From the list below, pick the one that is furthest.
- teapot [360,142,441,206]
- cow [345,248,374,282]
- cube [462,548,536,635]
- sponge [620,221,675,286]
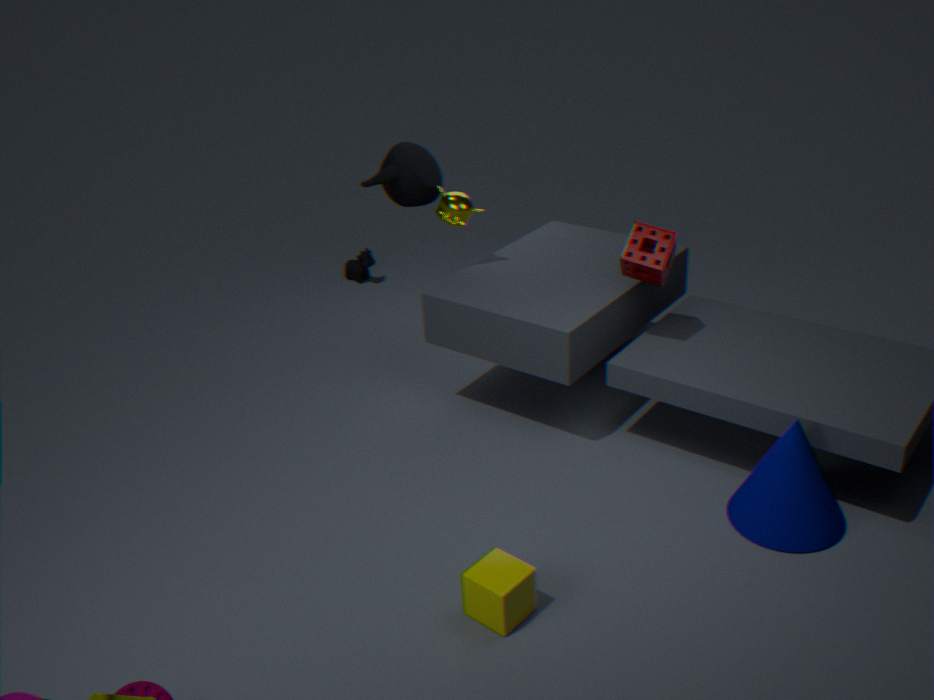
cow [345,248,374,282]
